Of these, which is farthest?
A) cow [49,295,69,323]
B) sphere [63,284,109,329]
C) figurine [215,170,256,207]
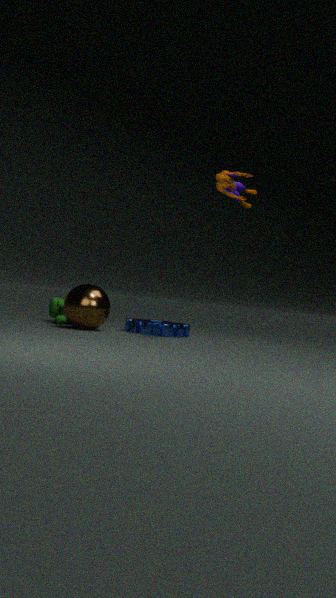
cow [49,295,69,323]
